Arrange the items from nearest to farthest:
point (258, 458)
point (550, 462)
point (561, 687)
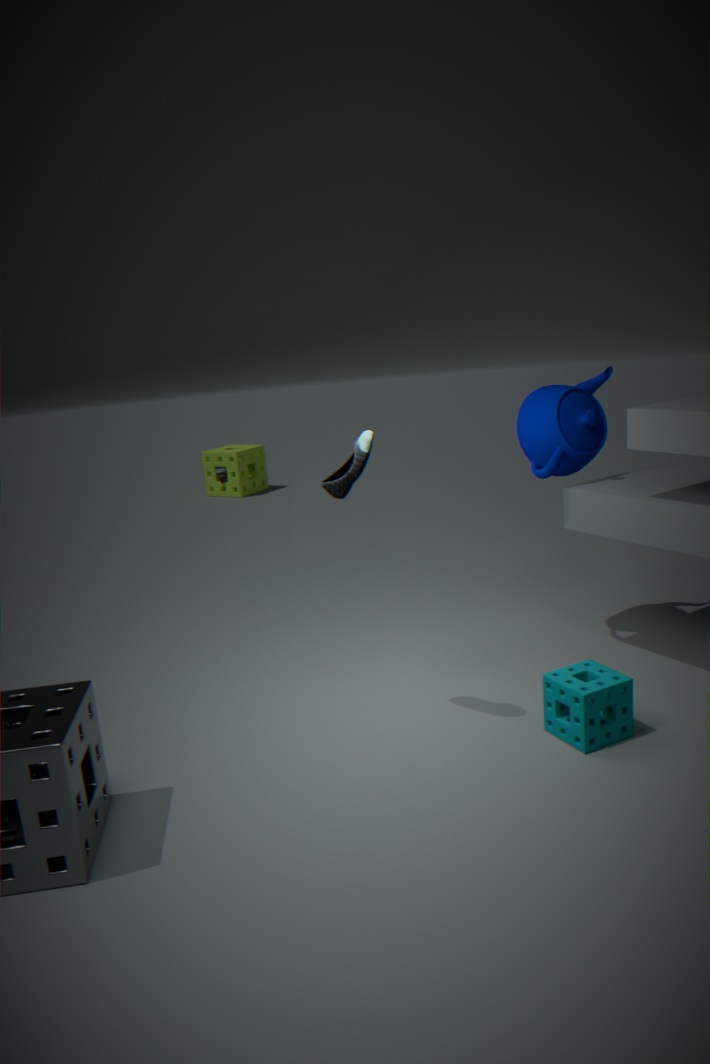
point (561, 687) → point (550, 462) → point (258, 458)
